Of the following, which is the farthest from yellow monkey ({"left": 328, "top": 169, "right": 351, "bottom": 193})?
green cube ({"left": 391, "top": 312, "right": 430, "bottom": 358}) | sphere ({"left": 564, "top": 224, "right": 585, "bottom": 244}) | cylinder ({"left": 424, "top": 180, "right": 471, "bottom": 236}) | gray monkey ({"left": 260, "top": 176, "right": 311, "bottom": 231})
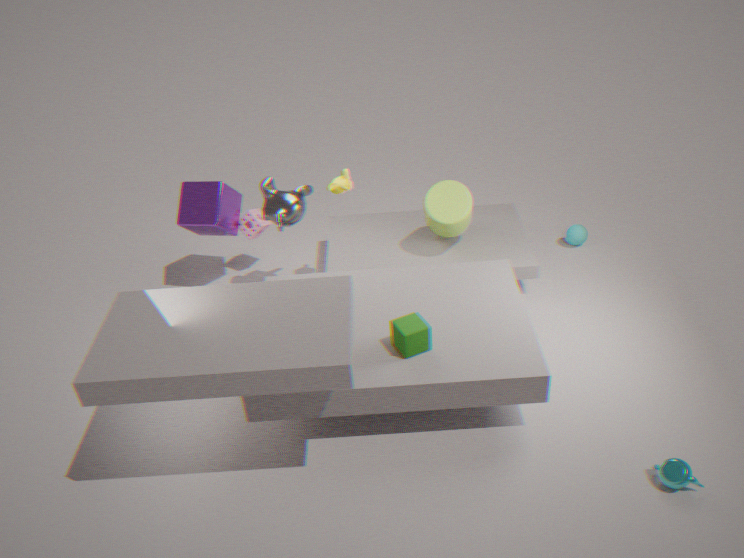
sphere ({"left": 564, "top": 224, "right": 585, "bottom": 244})
